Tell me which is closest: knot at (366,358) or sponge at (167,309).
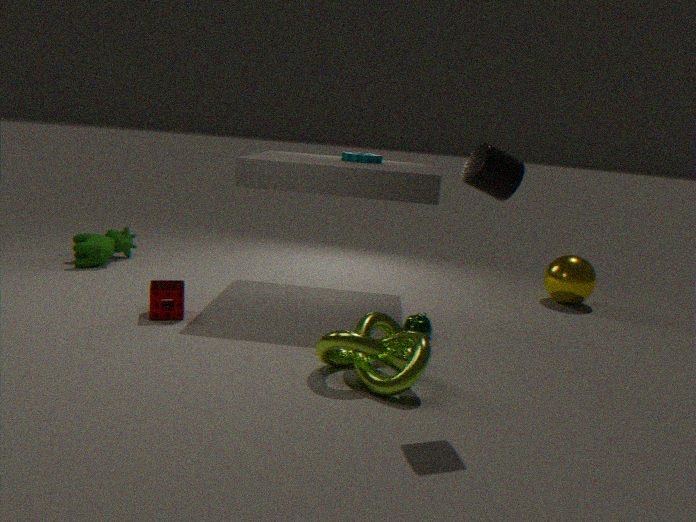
knot at (366,358)
